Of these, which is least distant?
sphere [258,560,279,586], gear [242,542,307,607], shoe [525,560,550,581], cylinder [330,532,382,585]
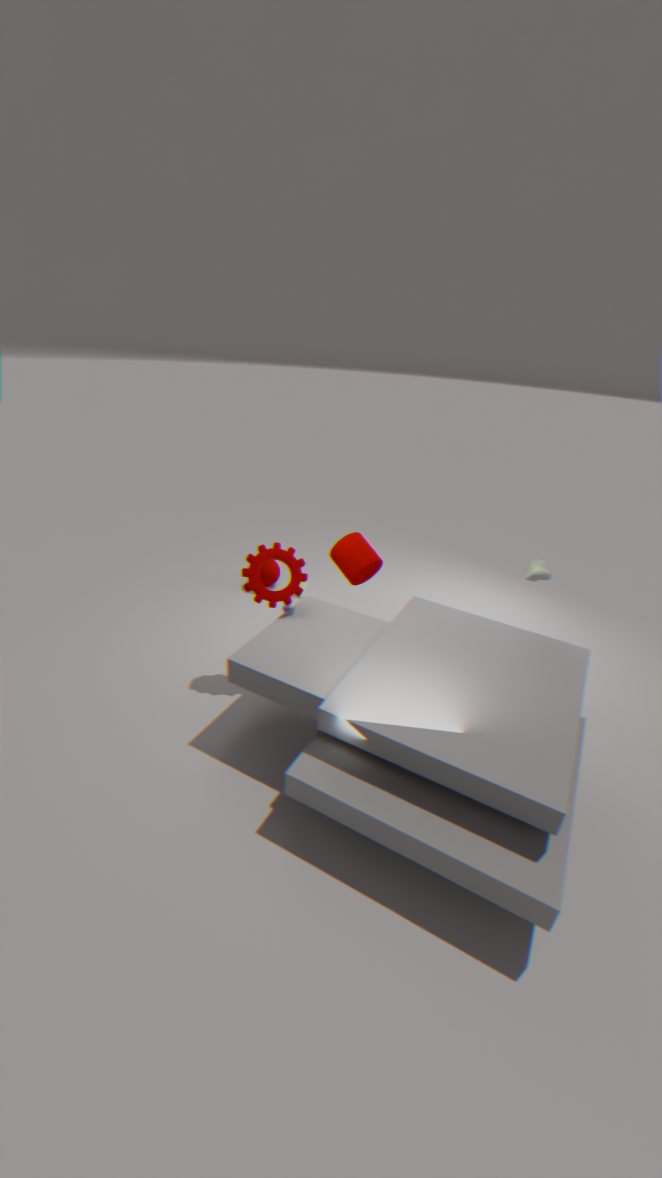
gear [242,542,307,607]
